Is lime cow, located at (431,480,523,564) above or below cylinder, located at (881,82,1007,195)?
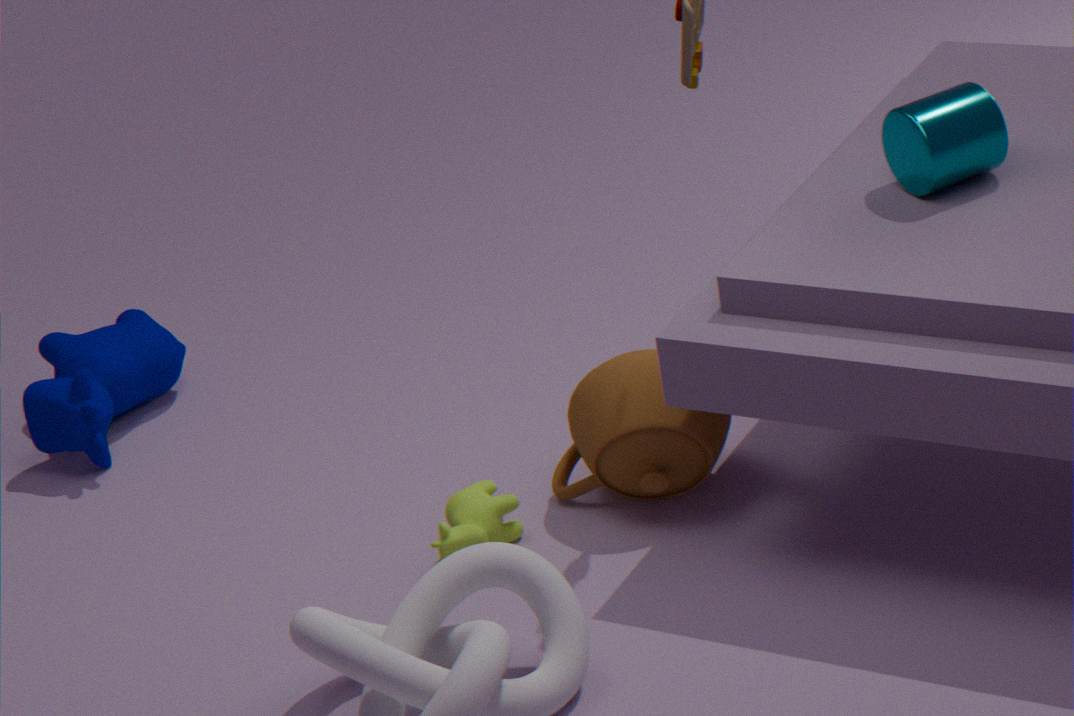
below
